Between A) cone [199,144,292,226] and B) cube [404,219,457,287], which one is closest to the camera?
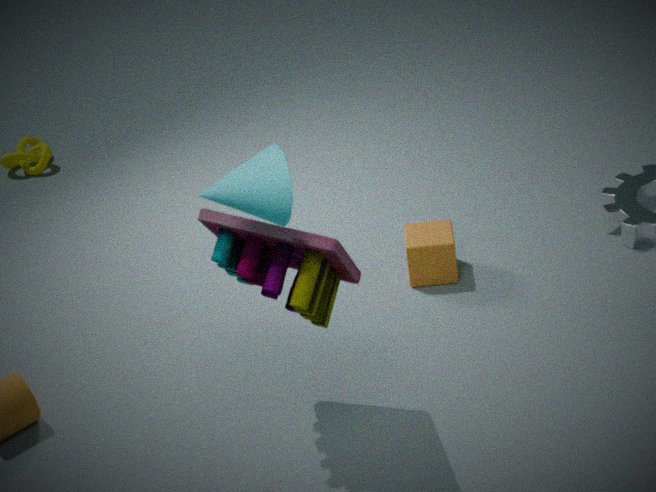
A. cone [199,144,292,226]
